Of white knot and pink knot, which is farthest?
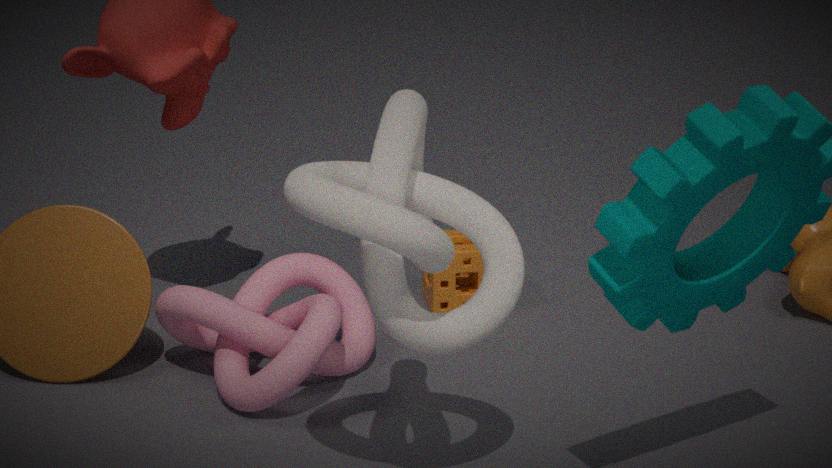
pink knot
